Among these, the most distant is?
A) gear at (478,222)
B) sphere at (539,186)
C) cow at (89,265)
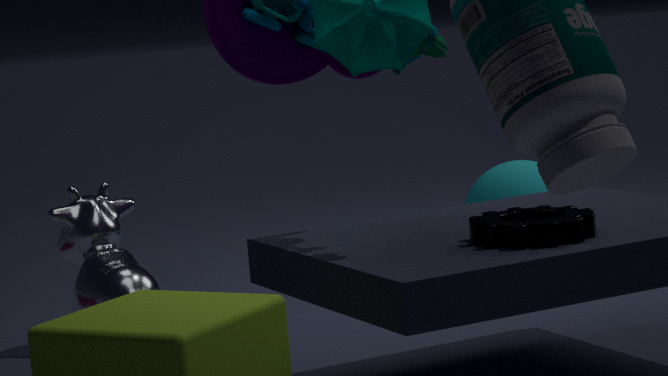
sphere at (539,186)
